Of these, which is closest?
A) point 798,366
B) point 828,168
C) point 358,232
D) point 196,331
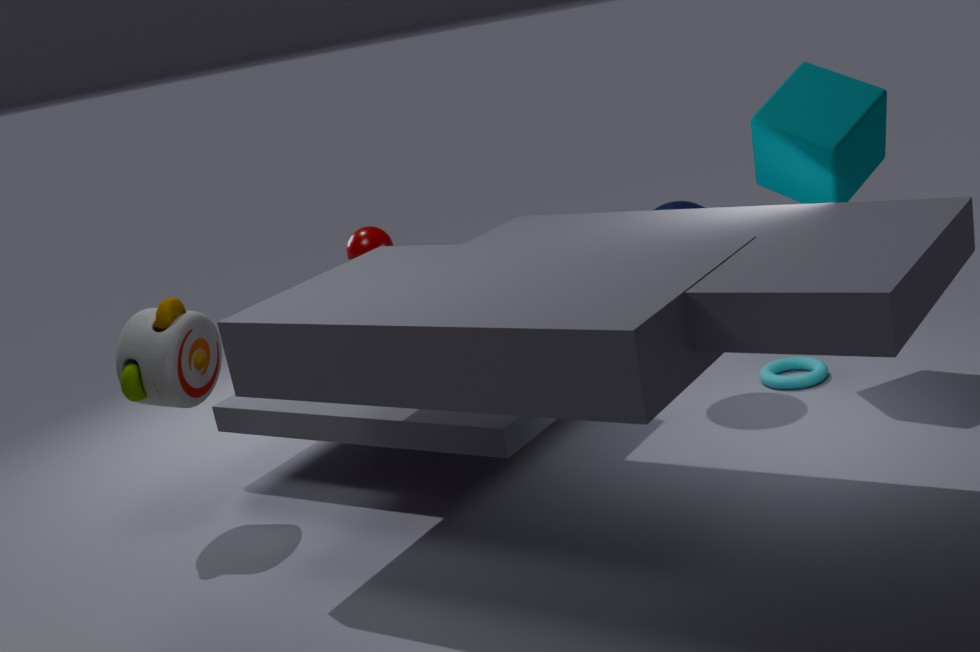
point 196,331
